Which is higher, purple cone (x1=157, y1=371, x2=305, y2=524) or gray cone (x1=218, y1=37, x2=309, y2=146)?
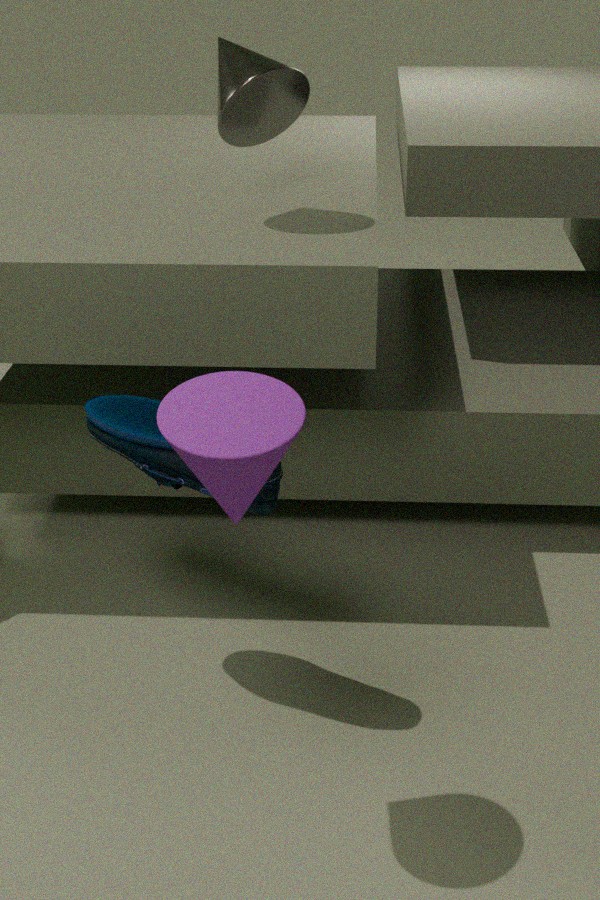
gray cone (x1=218, y1=37, x2=309, y2=146)
